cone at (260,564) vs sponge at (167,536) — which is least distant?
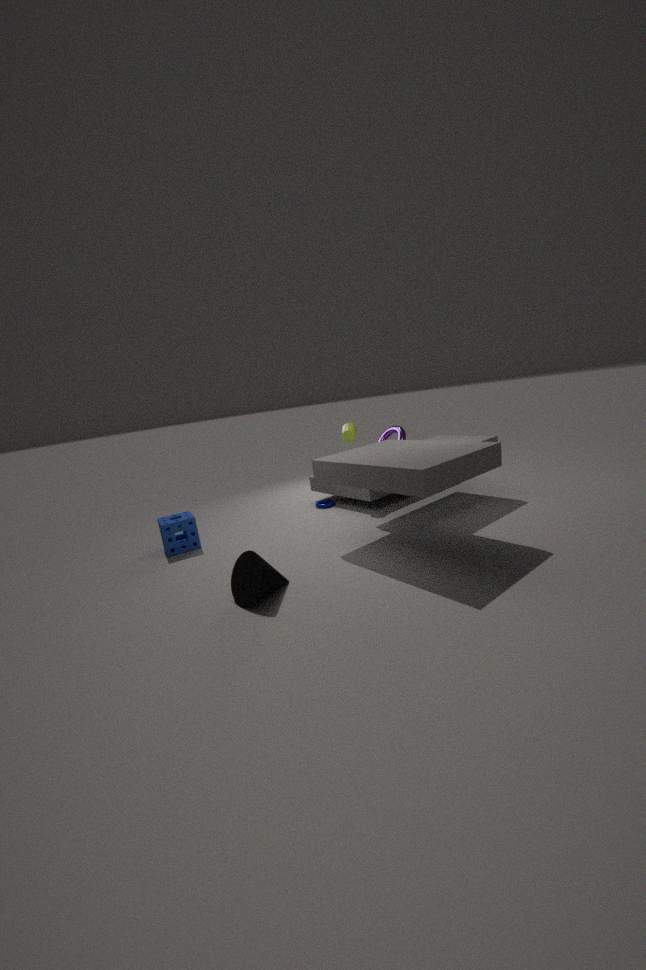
cone at (260,564)
